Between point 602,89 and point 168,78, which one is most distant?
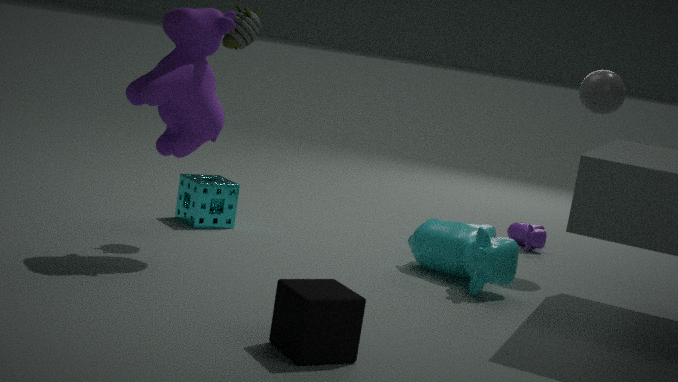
point 602,89
